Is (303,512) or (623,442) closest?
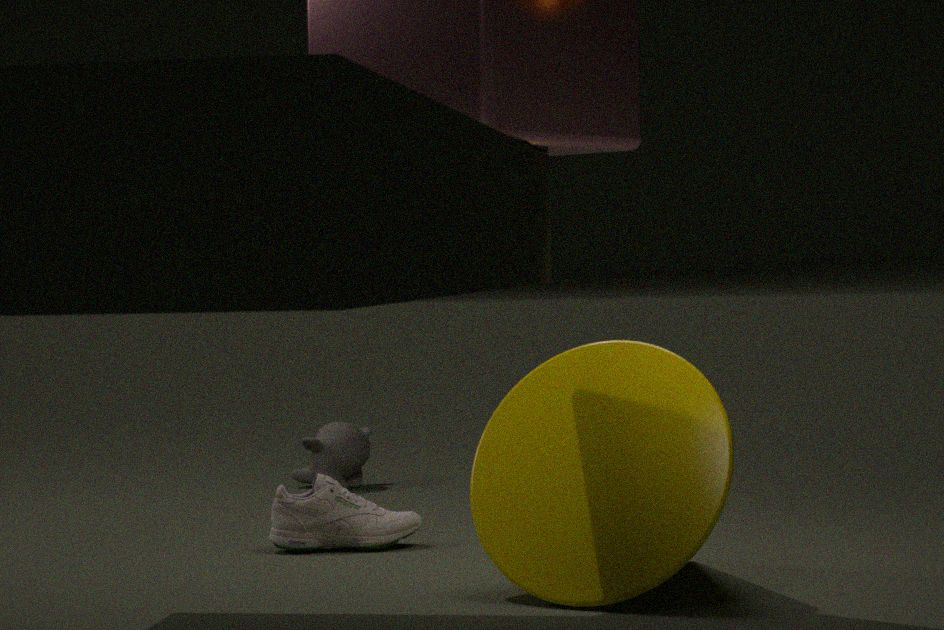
(623,442)
